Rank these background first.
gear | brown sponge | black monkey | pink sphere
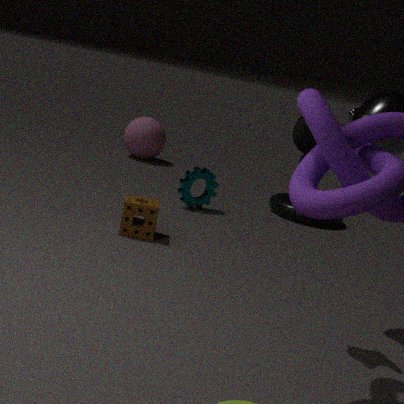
pink sphere, gear, brown sponge, black monkey
